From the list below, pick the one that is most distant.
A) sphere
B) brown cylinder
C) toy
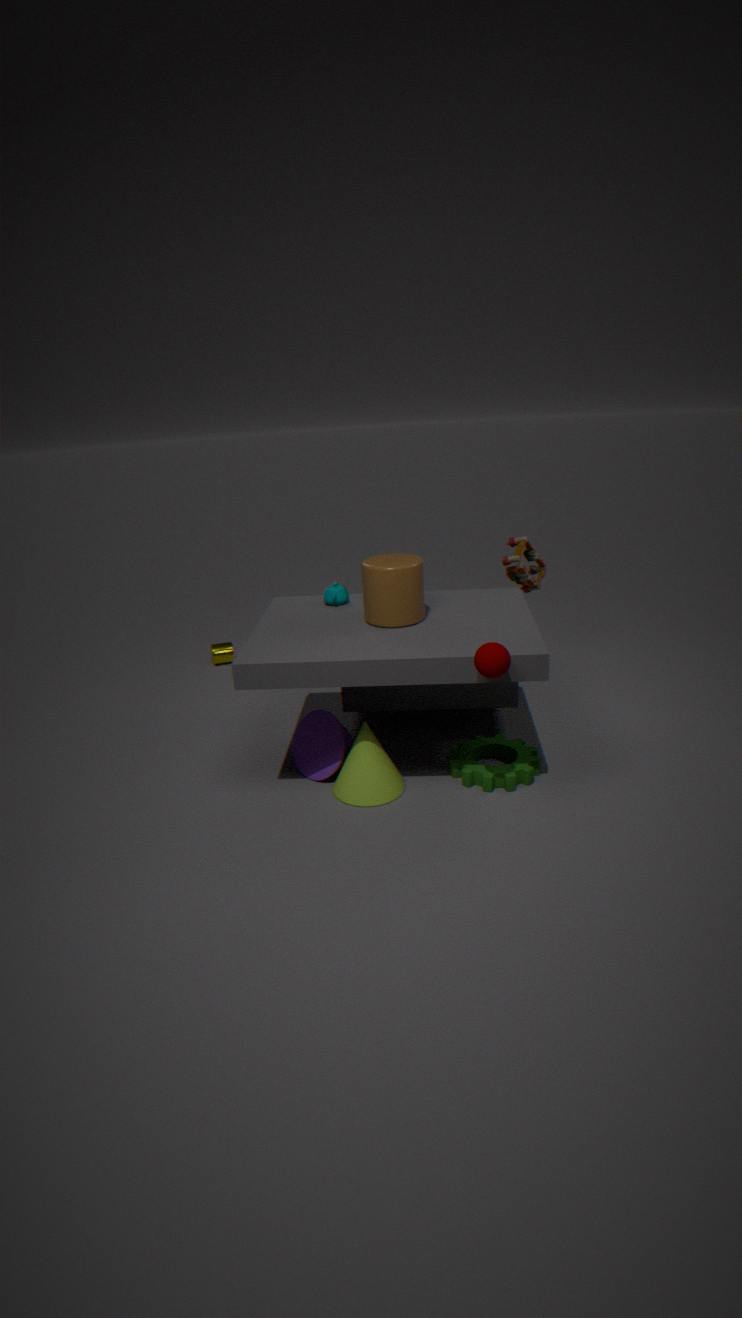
C. toy
